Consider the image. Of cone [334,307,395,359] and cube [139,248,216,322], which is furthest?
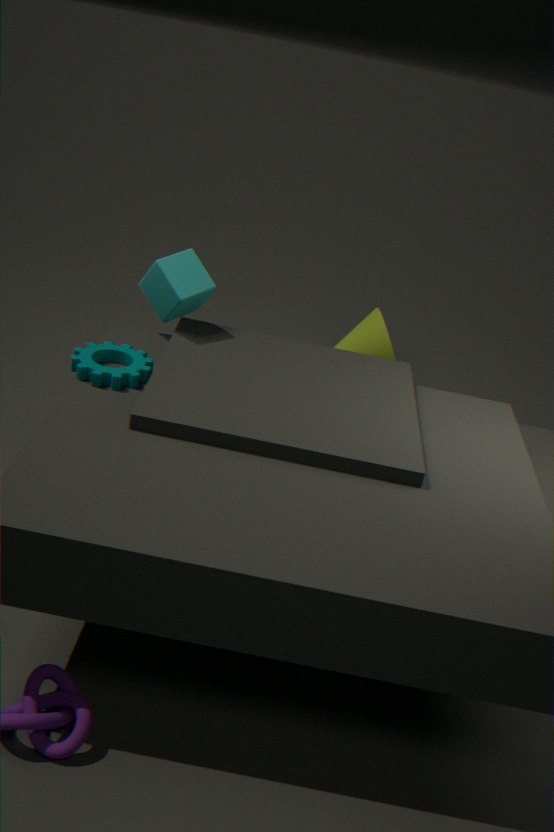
cone [334,307,395,359]
